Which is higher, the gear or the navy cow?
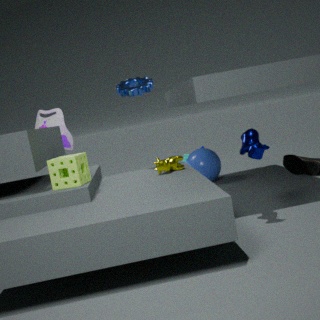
the gear
